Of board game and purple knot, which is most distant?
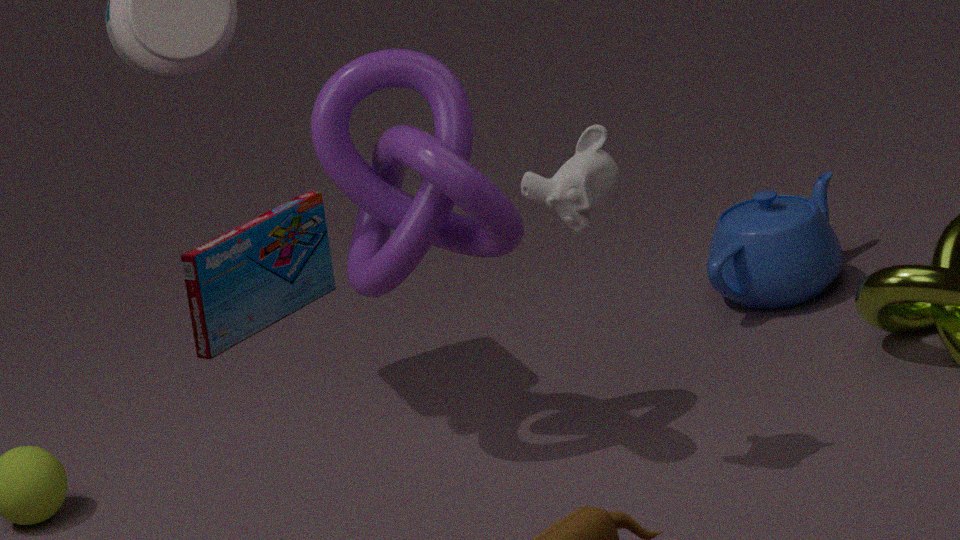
purple knot
